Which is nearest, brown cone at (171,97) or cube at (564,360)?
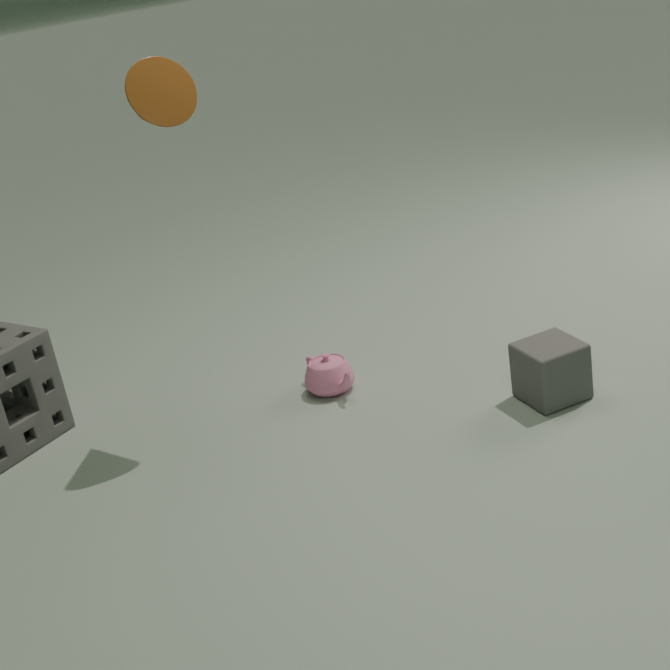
brown cone at (171,97)
